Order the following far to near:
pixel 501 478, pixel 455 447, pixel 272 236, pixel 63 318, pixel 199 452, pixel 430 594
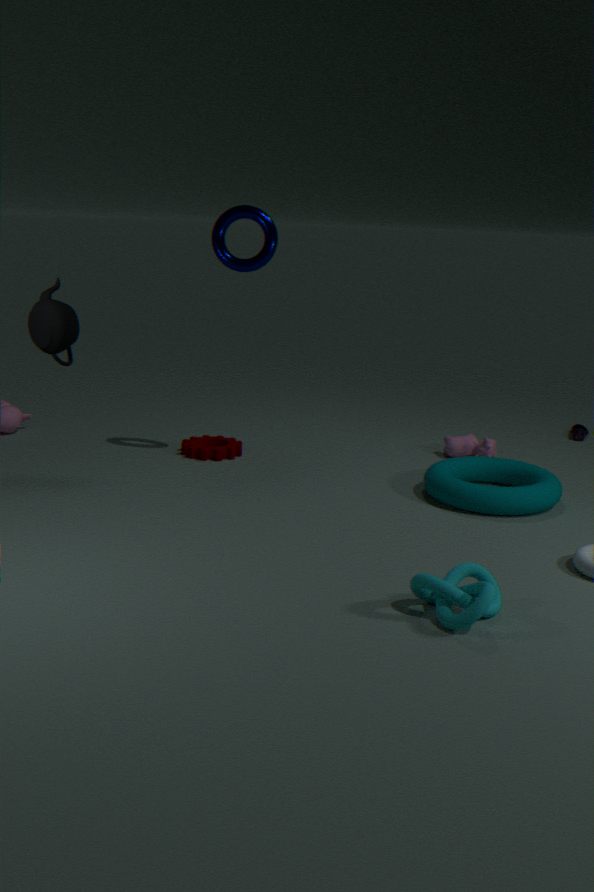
pixel 455 447, pixel 199 452, pixel 501 478, pixel 272 236, pixel 63 318, pixel 430 594
